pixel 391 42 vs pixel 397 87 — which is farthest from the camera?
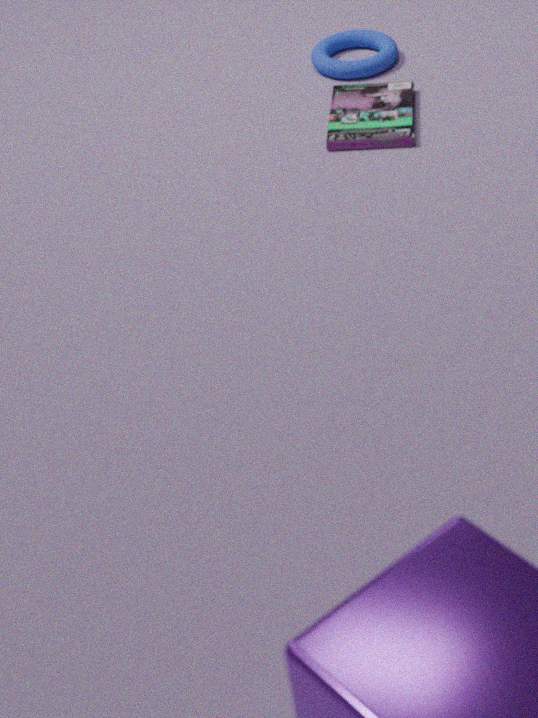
pixel 391 42
